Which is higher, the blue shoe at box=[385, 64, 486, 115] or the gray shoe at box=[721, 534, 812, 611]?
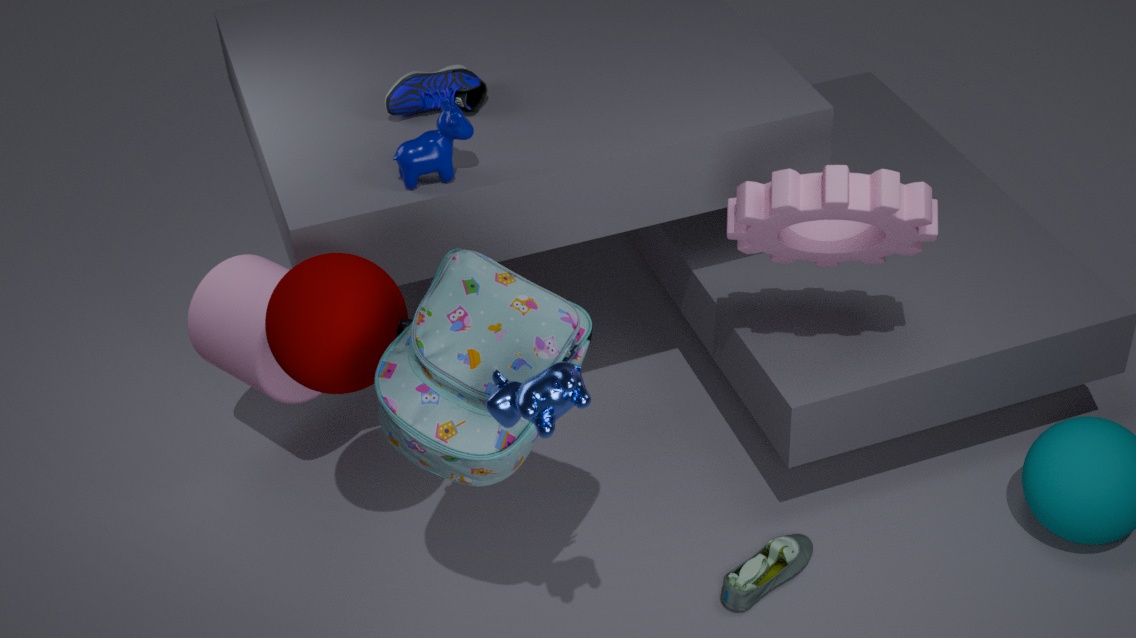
the blue shoe at box=[385, 64, 486, 115]
